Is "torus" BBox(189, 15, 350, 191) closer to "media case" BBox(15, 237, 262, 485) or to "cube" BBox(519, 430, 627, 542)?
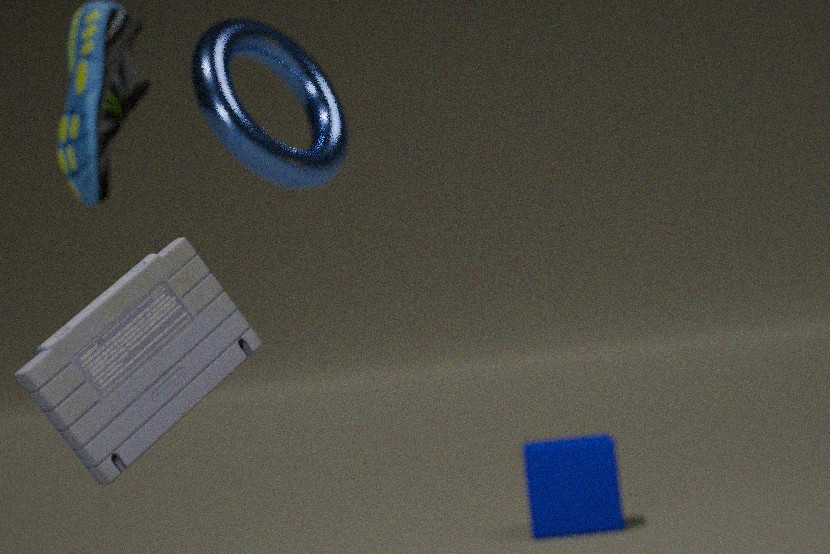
"media case" BBox(15, 237, 262, 485)
